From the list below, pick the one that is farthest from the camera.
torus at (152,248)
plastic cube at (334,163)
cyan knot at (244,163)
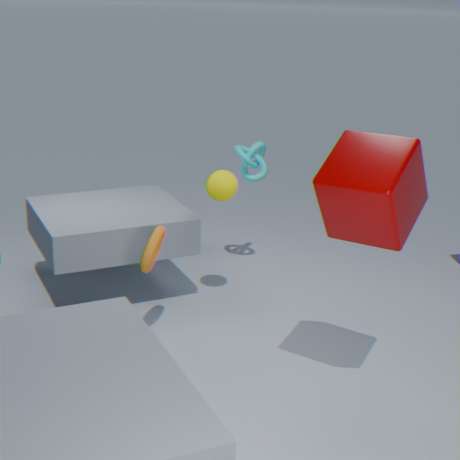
cyan knot at (244,163)
